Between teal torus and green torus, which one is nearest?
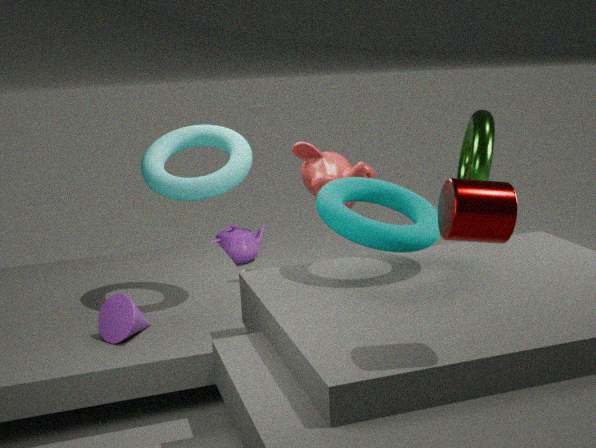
teal torus
